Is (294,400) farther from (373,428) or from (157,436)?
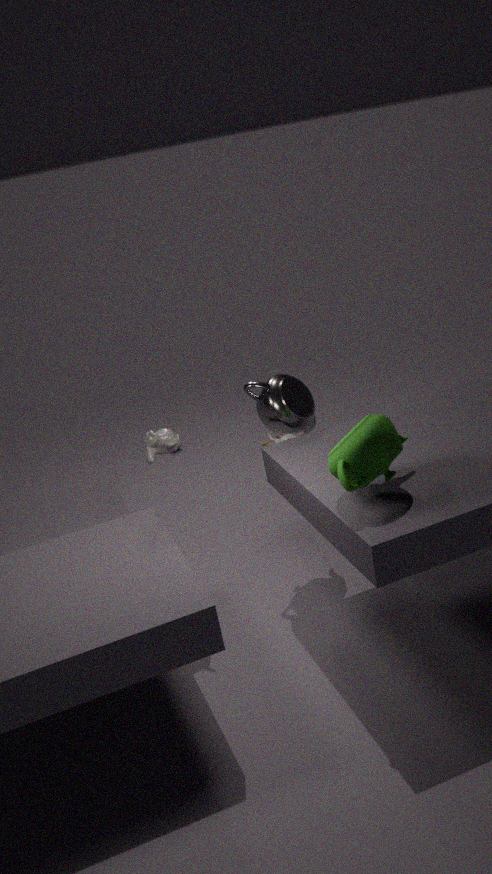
(373,428)
